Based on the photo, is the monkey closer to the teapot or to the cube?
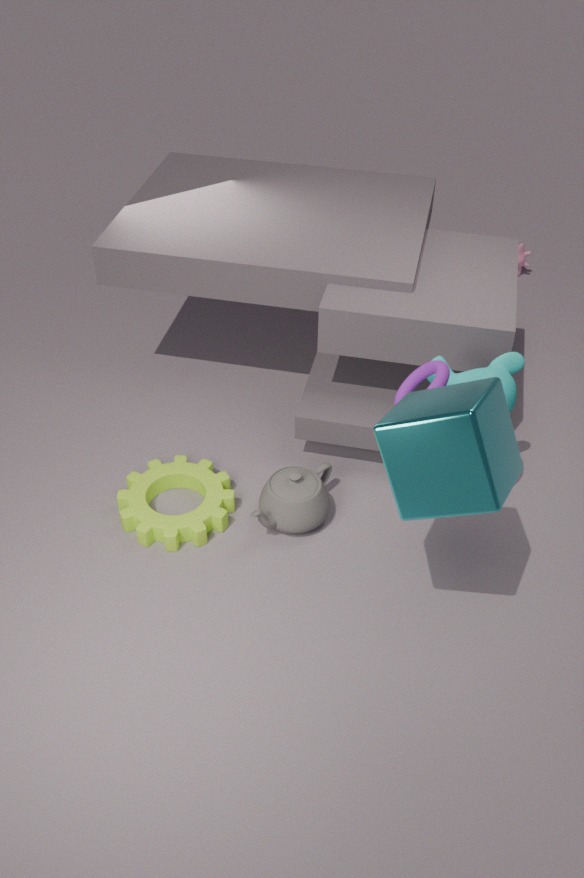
the cube
